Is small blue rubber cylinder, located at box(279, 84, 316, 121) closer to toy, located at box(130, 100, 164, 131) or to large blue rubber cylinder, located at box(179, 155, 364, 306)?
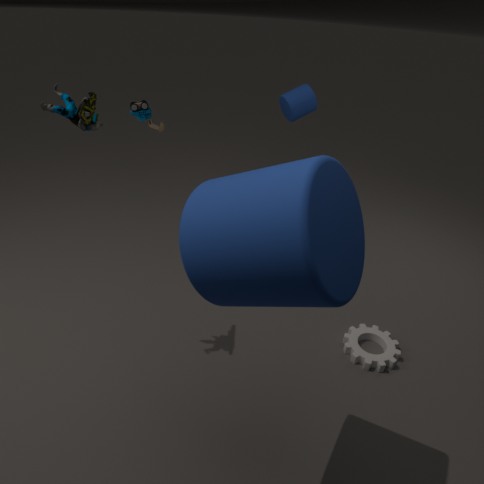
toy, located at box(130, 100, 164, 131)
